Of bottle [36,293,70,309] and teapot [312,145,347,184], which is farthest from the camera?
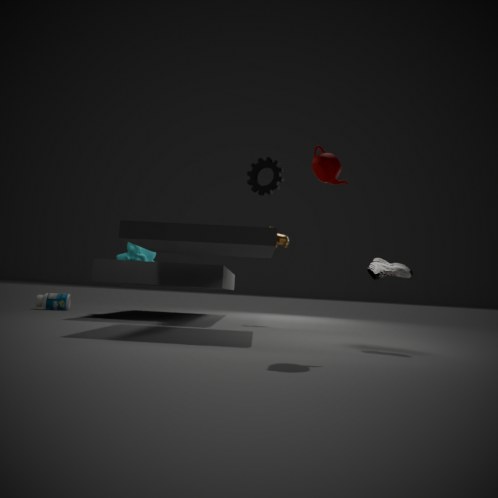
bottle [36,293,70,309]
